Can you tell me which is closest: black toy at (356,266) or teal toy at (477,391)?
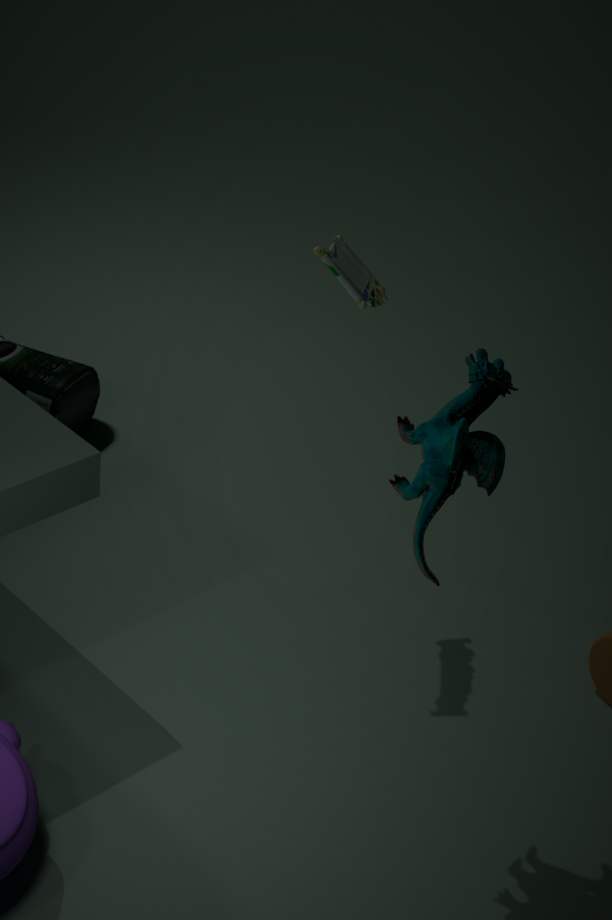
teal toy at (477,391)
